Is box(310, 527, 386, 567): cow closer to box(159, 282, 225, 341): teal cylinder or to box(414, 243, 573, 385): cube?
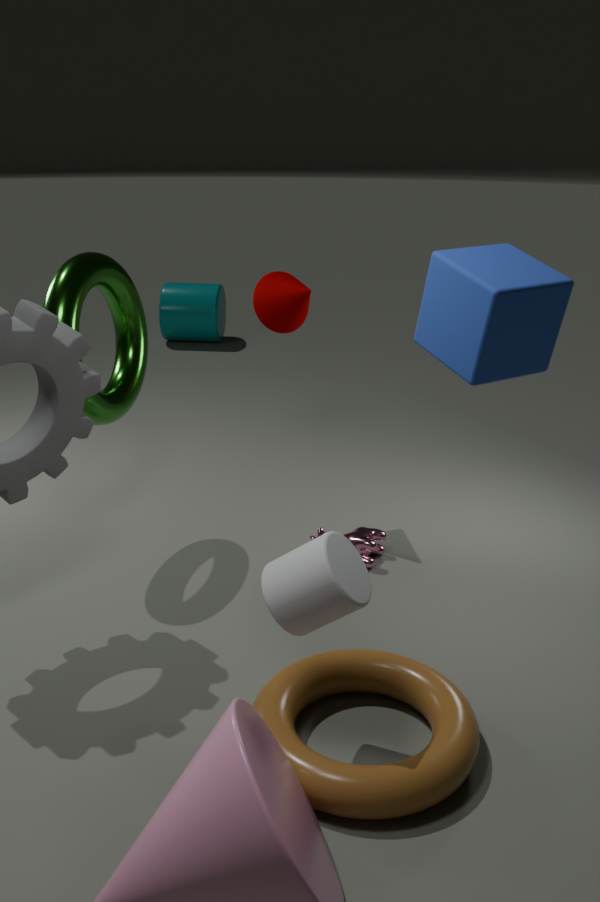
box(414, 243, 573, 385): cube
